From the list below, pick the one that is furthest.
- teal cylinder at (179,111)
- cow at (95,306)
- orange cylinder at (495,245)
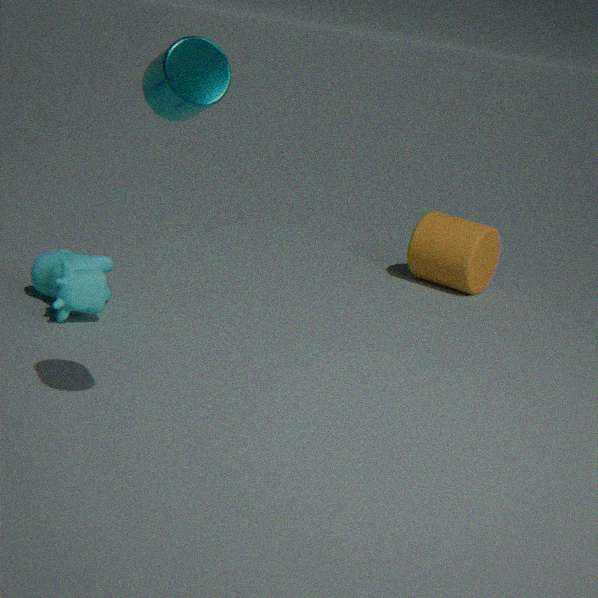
orange cylinder at (495,245)
